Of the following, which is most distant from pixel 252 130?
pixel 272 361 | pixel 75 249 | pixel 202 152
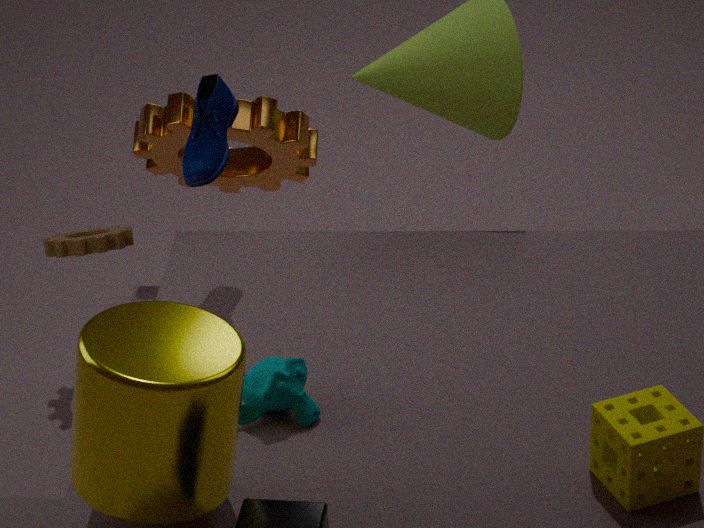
pixel 272 361
